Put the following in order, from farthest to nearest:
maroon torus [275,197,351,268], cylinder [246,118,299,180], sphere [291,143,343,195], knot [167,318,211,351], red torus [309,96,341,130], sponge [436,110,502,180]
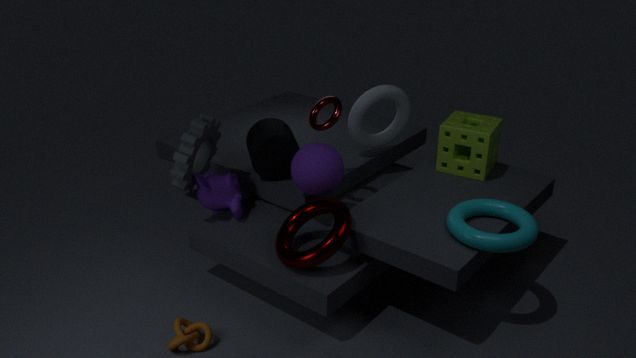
cylinder [246,118,299,180] → sponge [436,110,502,180] → red torus [309,96,341,130] → sphere [291,143,343,195] → maroon torus [275,197,351,268] → knot [167,318,211,351]
